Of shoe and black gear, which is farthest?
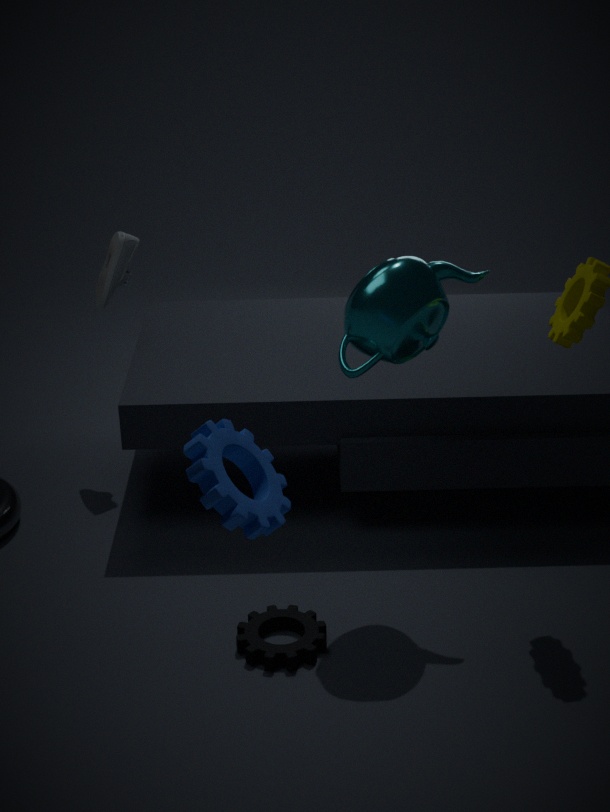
shoe
